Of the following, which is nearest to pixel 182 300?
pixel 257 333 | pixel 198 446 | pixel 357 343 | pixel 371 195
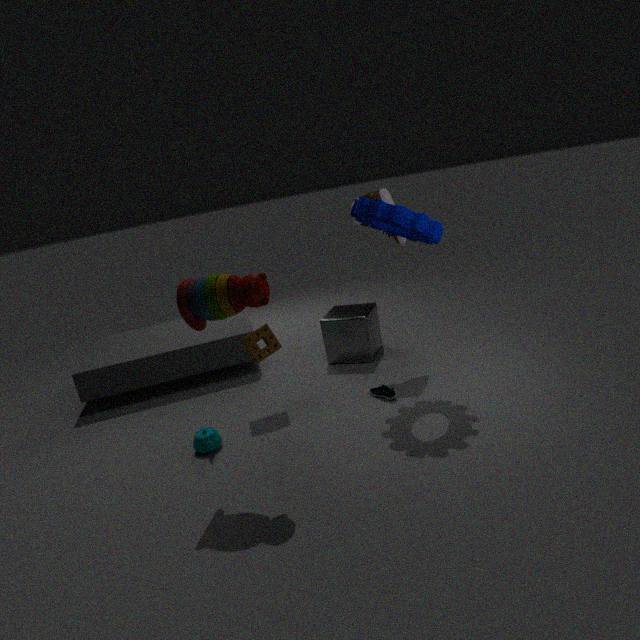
pixel 257 333
